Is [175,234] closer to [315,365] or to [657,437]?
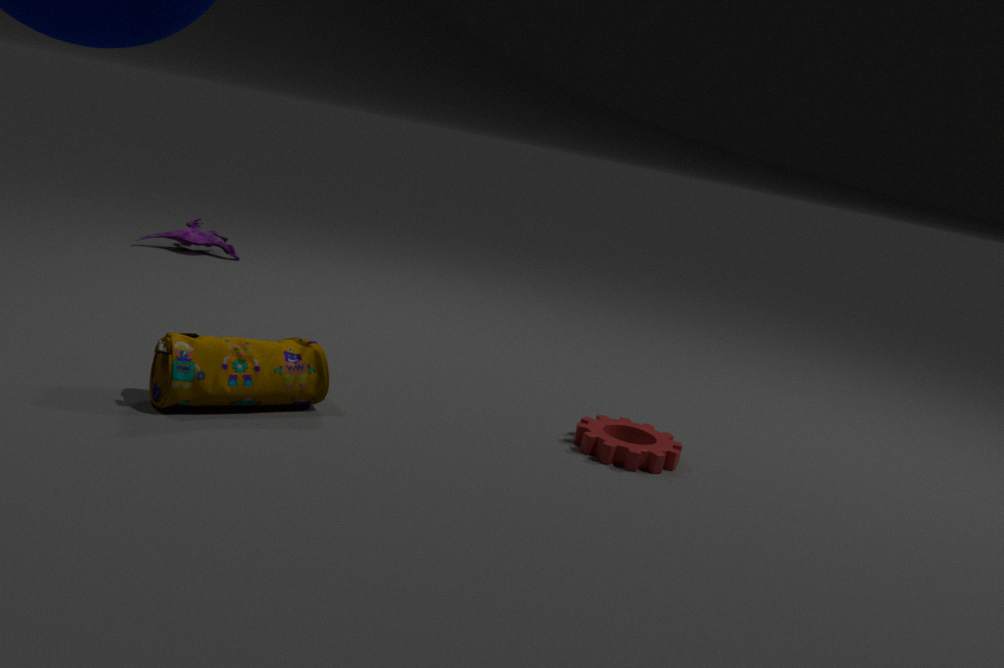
[315,365]
